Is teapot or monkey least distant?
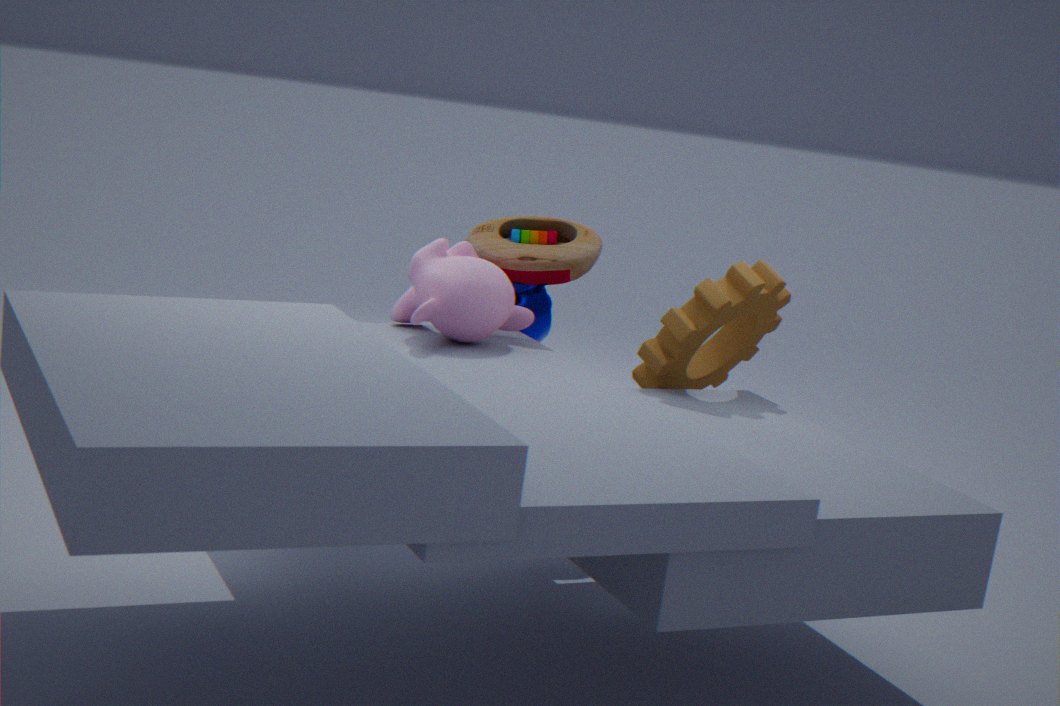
monkey
